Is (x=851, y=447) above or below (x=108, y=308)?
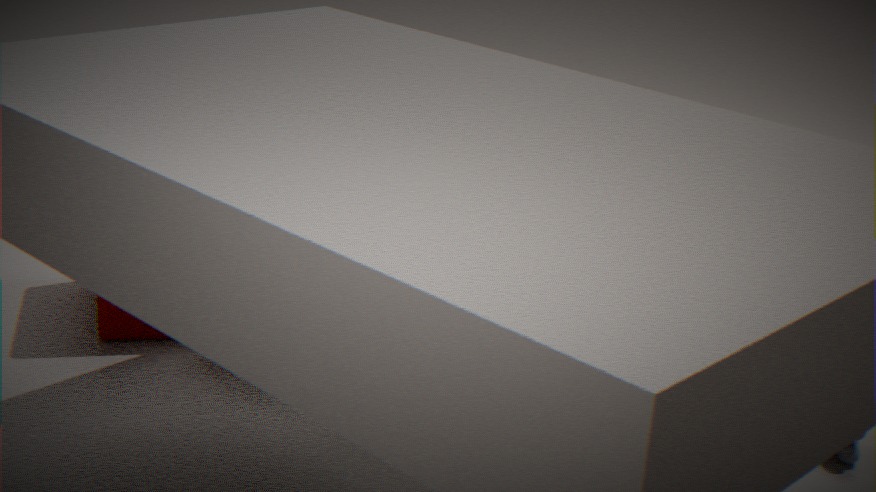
below
